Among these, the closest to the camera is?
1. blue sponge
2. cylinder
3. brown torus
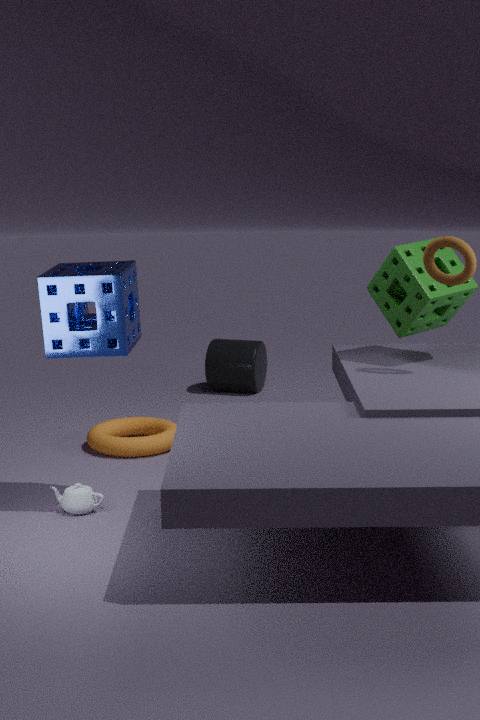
blue sponge
